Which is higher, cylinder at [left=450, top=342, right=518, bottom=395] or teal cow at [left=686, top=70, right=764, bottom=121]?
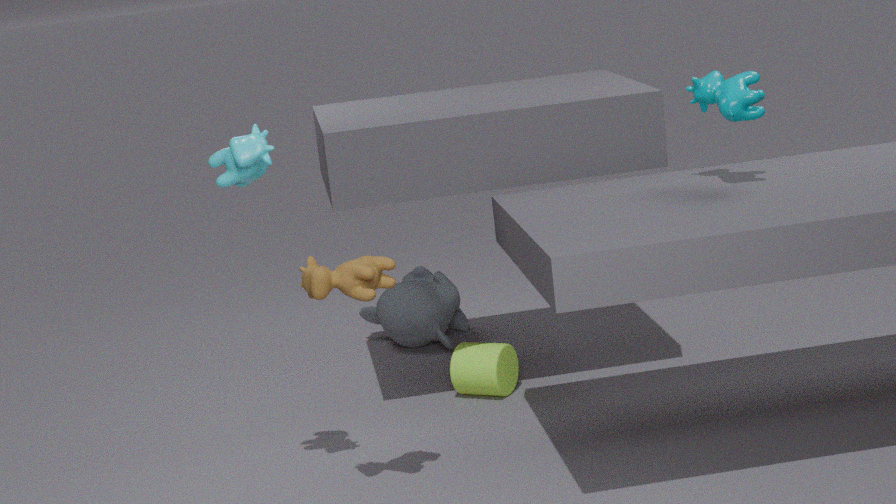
teal cow at [left=686, top=70, right=764, bottom=121]
